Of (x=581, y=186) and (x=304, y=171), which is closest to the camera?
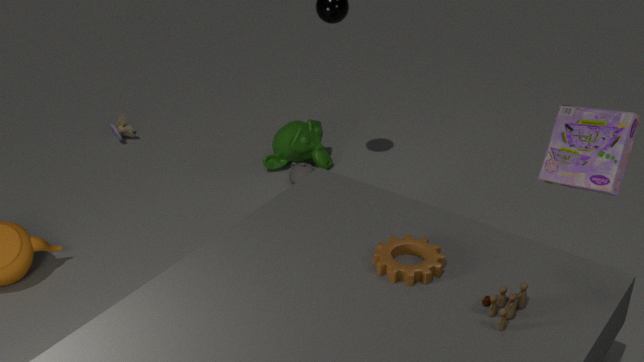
(x=581, y=186)
